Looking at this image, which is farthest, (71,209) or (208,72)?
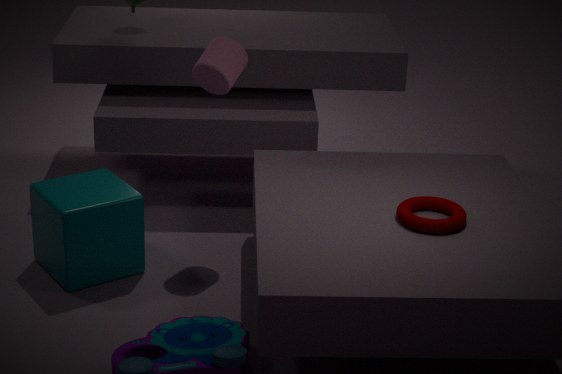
(208,72)
